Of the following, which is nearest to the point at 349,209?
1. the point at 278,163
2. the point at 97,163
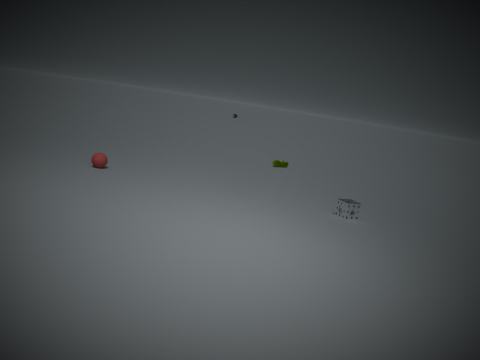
the point at 278,163
